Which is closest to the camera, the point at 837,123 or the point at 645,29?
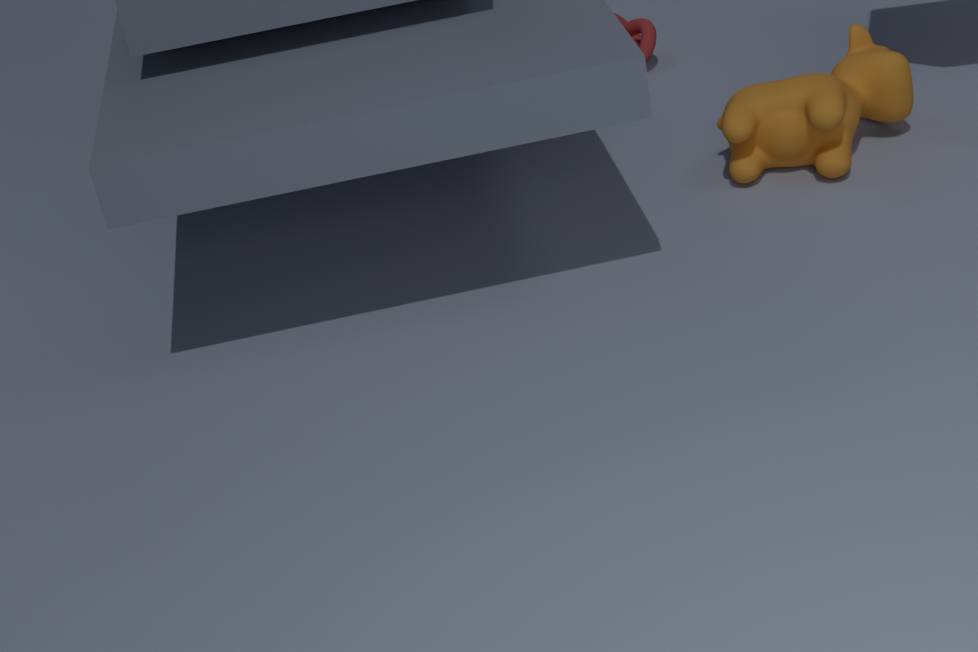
the point at 837,123
